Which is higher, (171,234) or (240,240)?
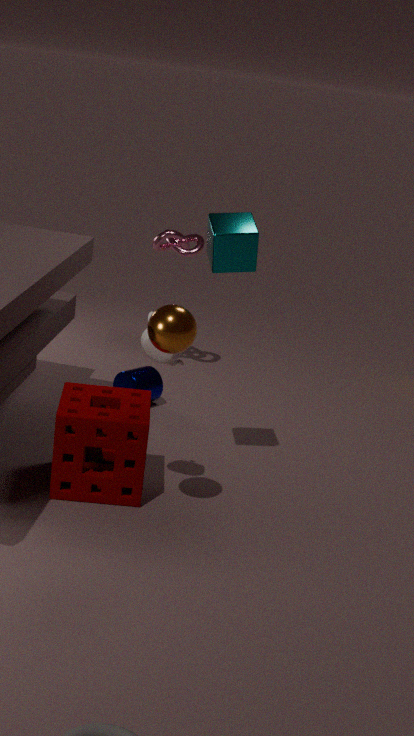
(240,240)
